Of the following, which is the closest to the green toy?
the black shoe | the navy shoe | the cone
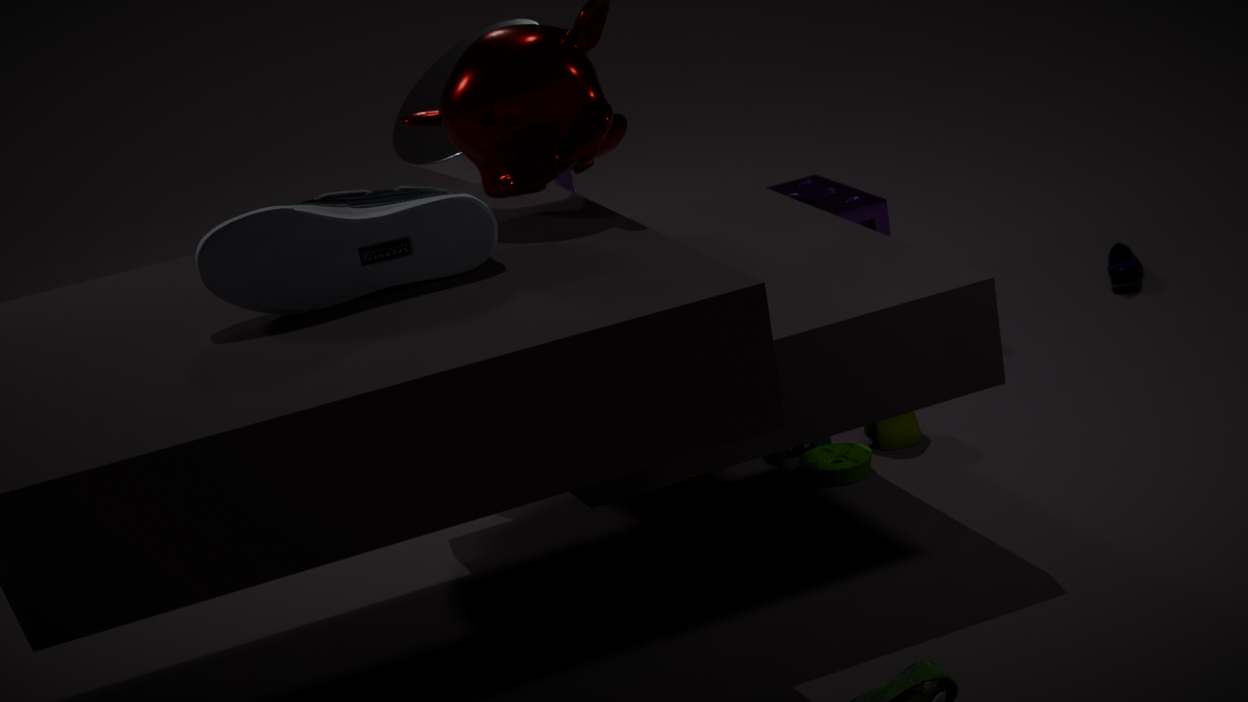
the cone
